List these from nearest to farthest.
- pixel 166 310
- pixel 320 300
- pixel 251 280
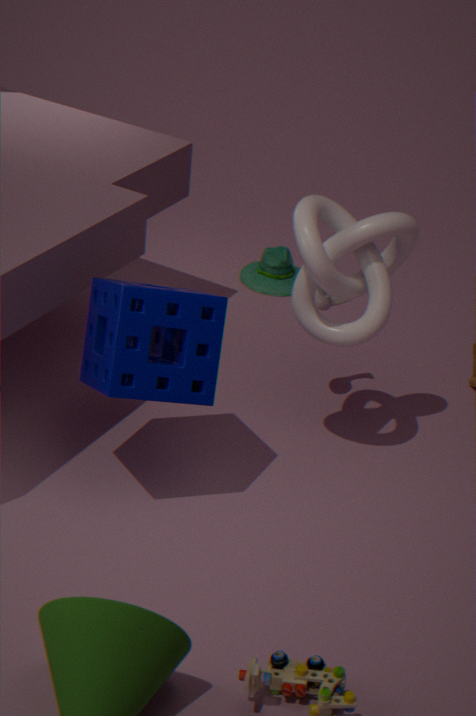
pixel 166 310 < pixel 320 300 < pixel 251 280
